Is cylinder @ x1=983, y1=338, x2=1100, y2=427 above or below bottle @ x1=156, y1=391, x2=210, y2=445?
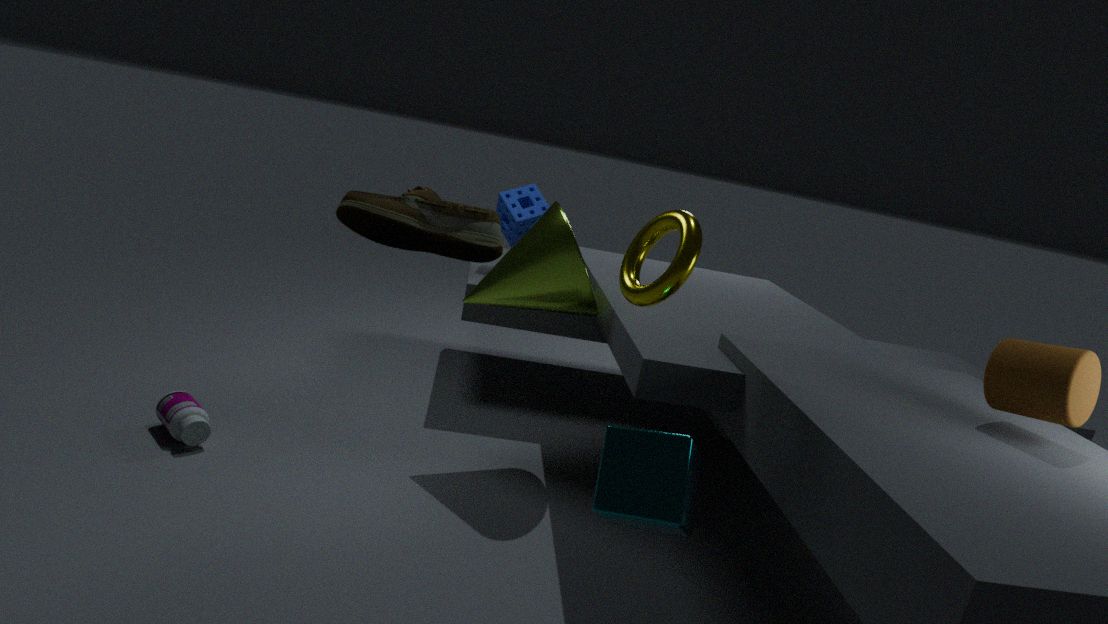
above
